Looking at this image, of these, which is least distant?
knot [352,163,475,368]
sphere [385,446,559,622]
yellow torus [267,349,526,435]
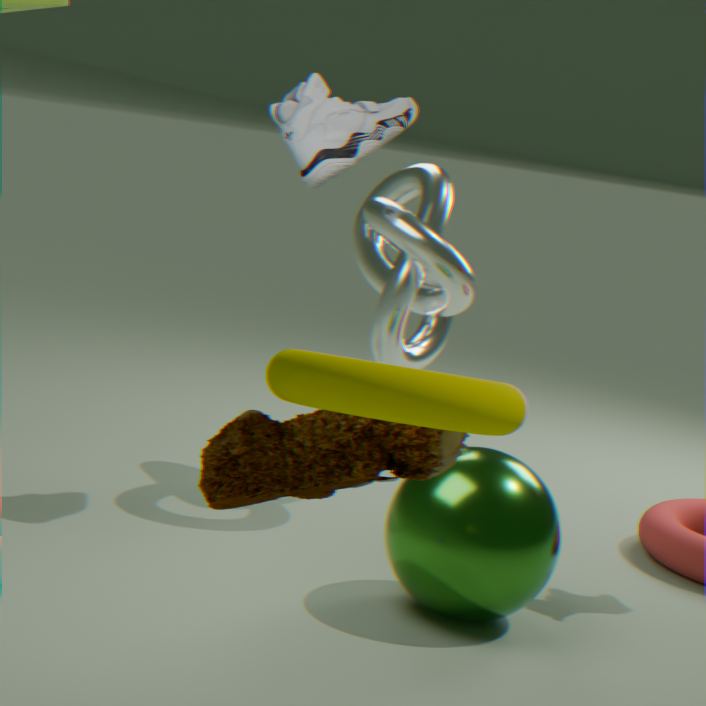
yellow torus [267,349,526,435]
